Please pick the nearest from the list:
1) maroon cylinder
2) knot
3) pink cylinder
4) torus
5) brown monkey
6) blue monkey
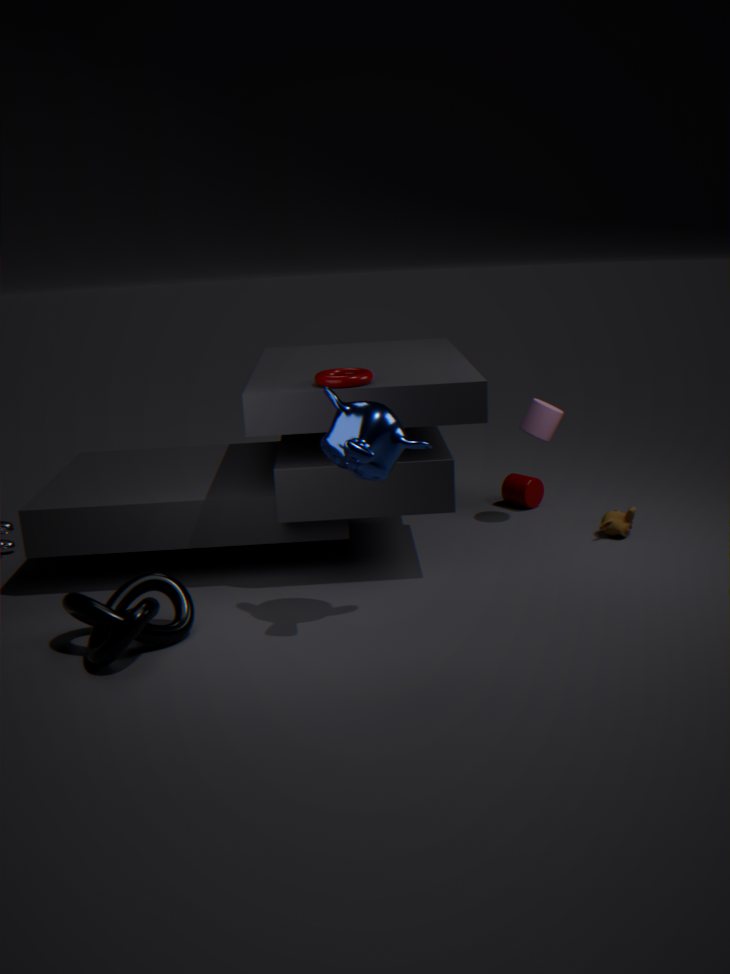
2. knot
